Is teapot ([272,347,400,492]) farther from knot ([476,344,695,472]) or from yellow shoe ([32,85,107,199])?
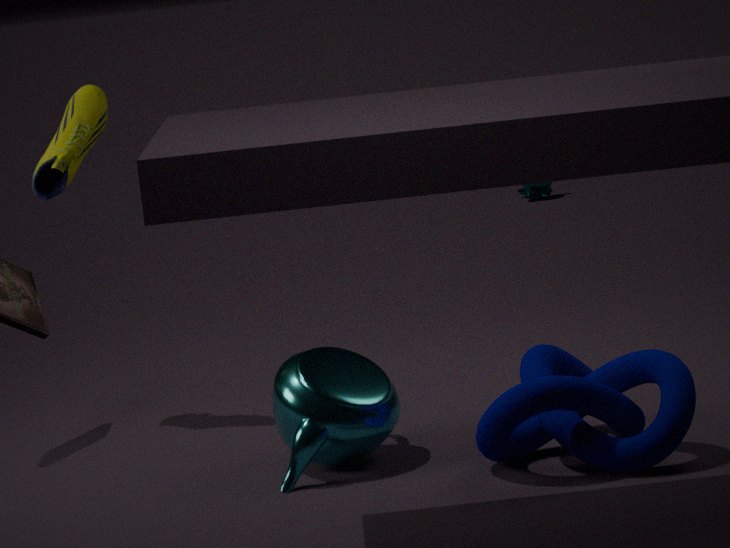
yellow shoe ([32,85,107,199])
